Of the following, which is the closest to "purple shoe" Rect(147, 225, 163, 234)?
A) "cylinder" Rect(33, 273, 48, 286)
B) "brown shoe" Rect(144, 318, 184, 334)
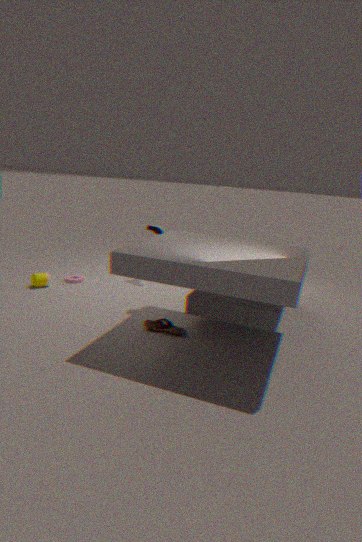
"cylinder" Rect(33, 273, 48, 286)
